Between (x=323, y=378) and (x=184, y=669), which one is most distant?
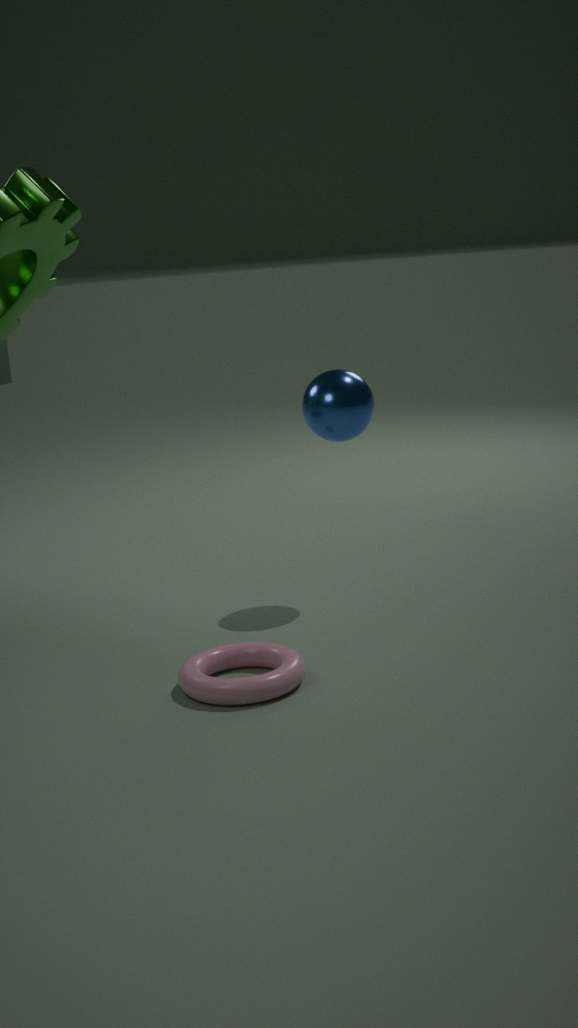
(x=323, y=378)
